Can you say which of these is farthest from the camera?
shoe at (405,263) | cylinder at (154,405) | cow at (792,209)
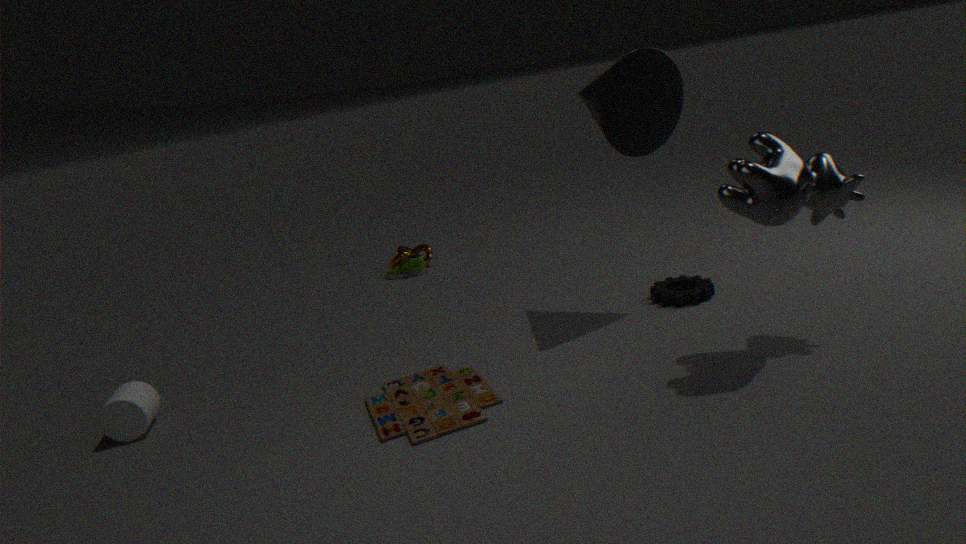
shoe at (405,263)
